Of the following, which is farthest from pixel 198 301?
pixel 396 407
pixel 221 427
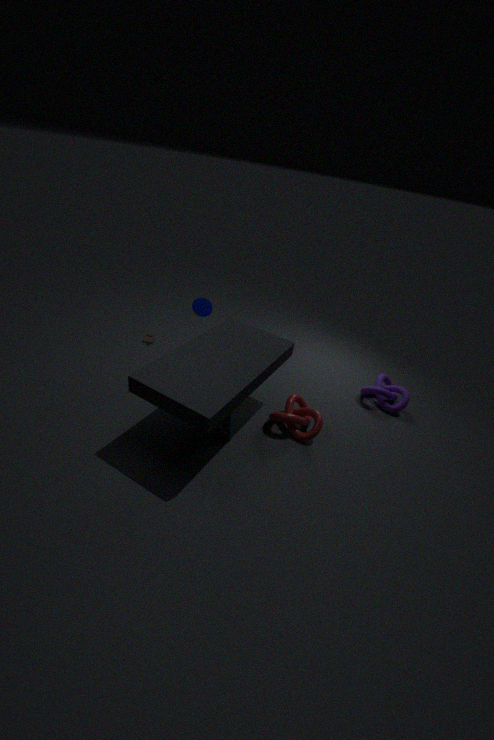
pixel 396 407
